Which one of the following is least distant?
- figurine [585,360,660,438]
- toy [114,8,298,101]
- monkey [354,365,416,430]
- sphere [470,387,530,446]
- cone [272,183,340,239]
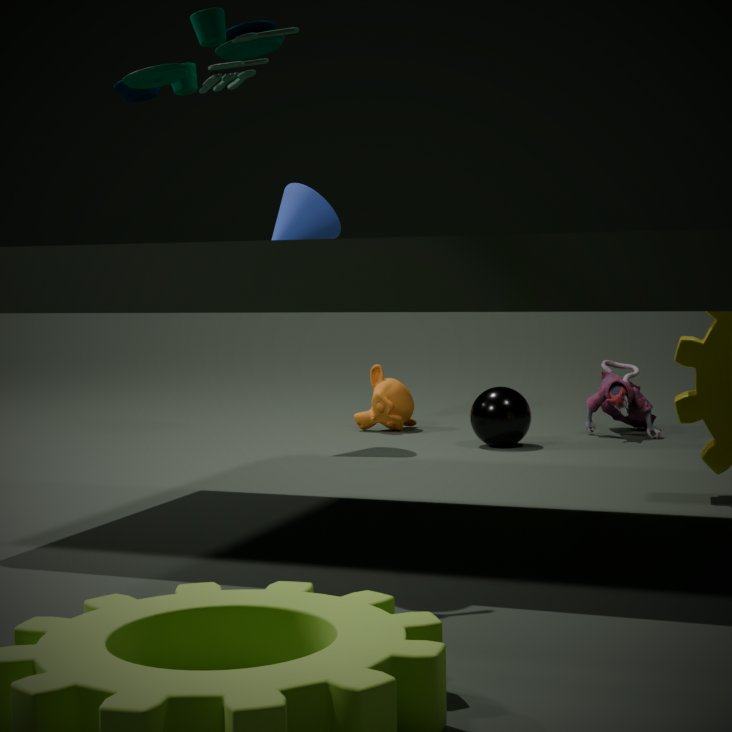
toy [114,8,298,101]
